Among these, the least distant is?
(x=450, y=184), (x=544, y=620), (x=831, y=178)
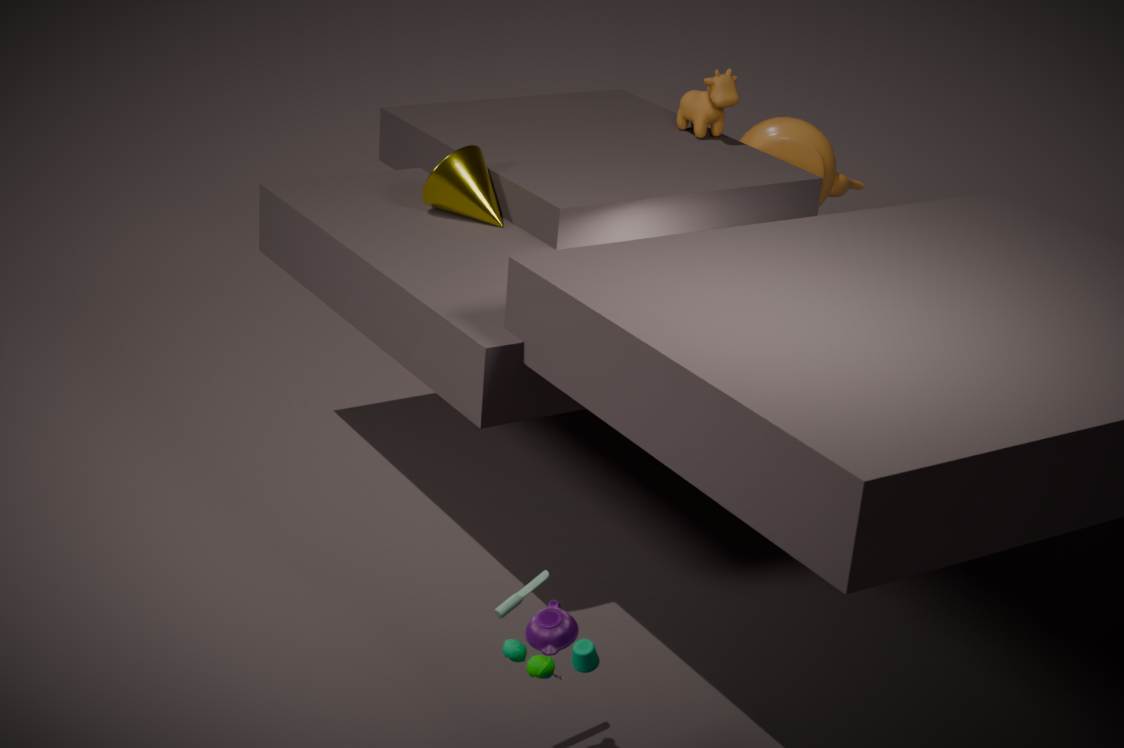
(x=544, y=620)
